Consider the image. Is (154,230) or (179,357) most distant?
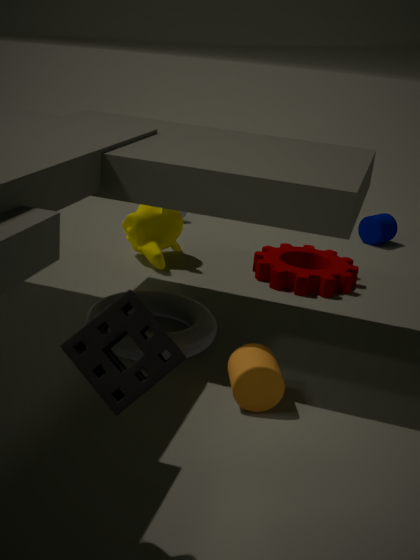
(154,230)
